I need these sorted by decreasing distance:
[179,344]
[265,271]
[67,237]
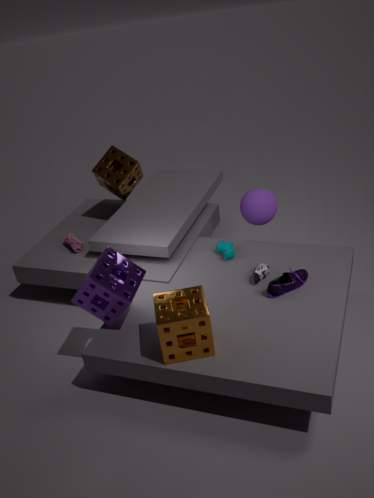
1. [67,237]
2. [265,271]
3. [179,344]
